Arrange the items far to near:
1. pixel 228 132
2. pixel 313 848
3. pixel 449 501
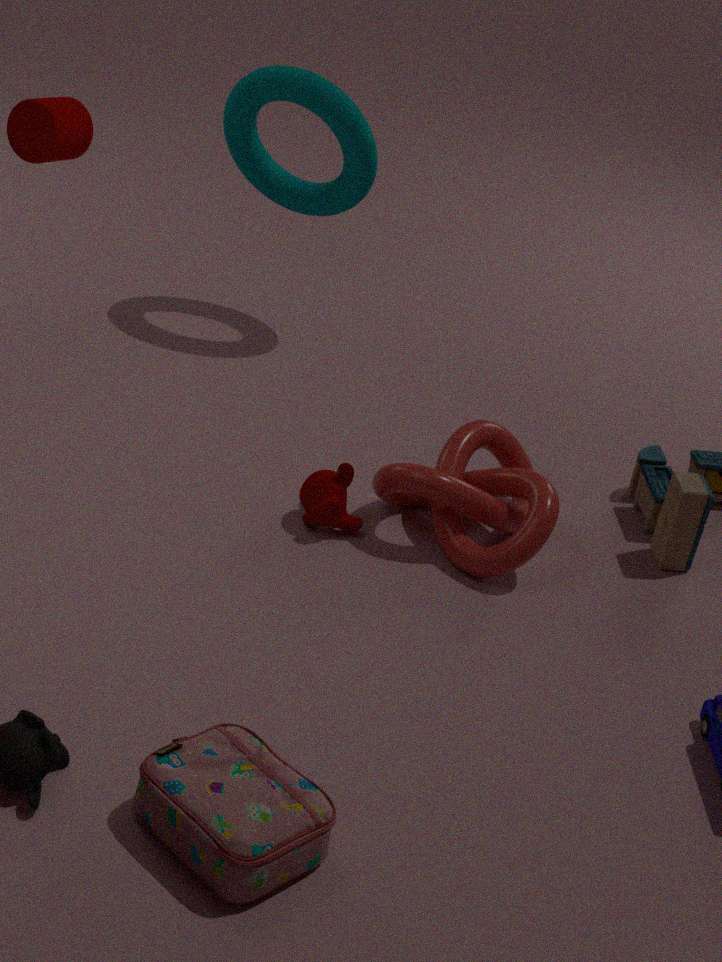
pixel 228 132
pixel 449 501
pixel 313 848
